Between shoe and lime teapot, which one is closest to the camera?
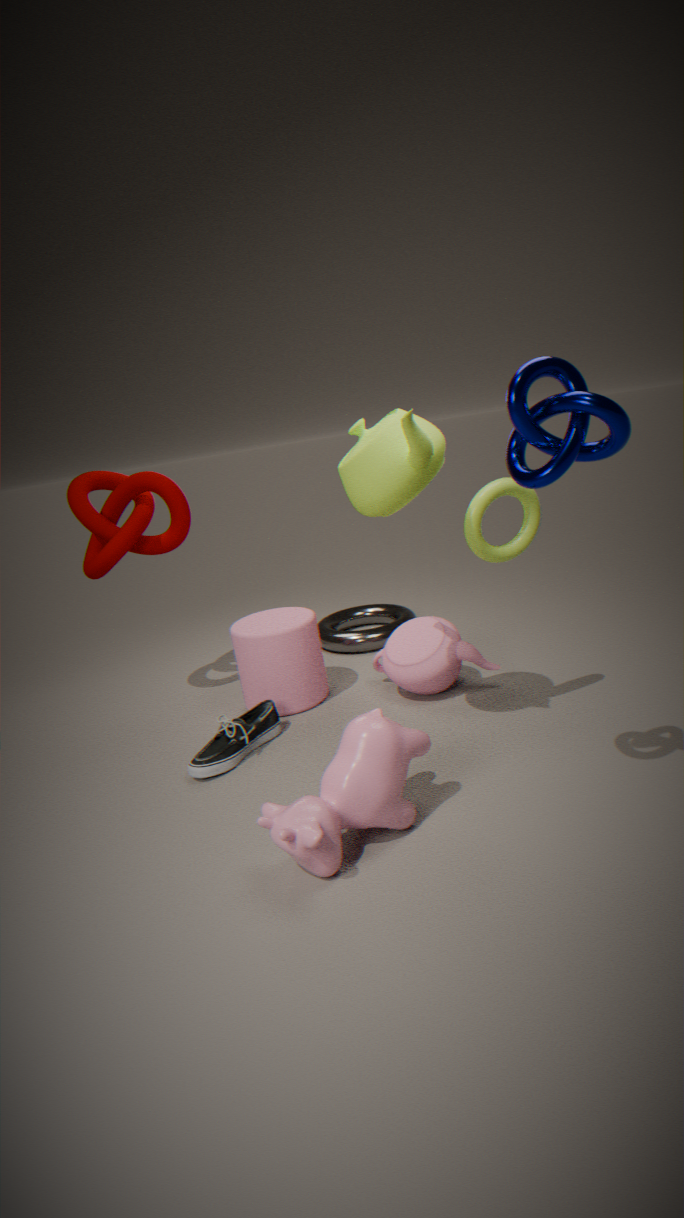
lime teapot
